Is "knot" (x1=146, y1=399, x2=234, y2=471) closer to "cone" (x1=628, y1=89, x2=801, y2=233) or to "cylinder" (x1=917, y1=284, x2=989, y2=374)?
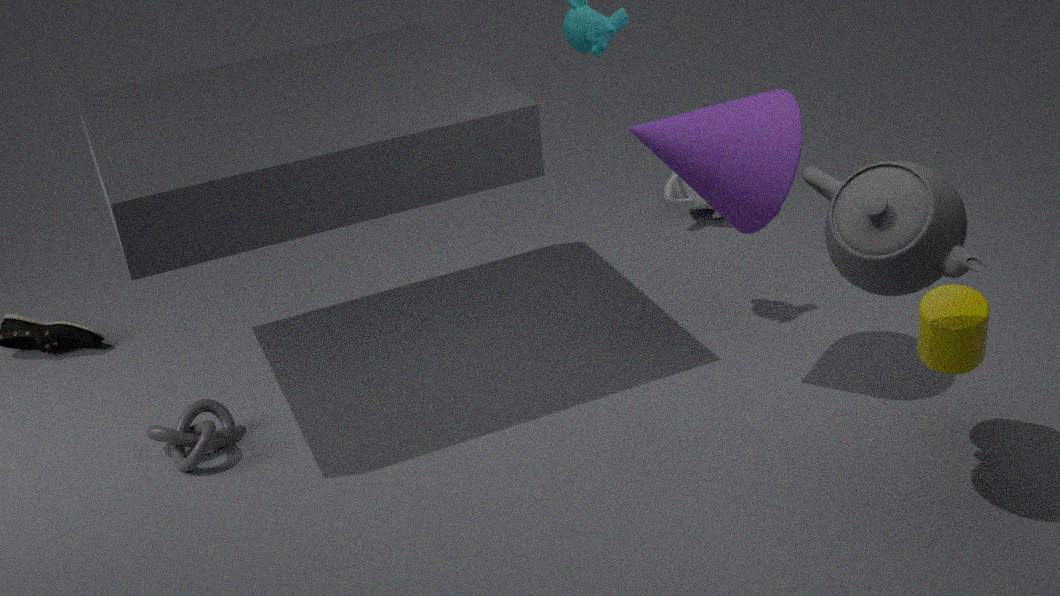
"cone" (x1=628, y1=89, x2=801, y2=233)
